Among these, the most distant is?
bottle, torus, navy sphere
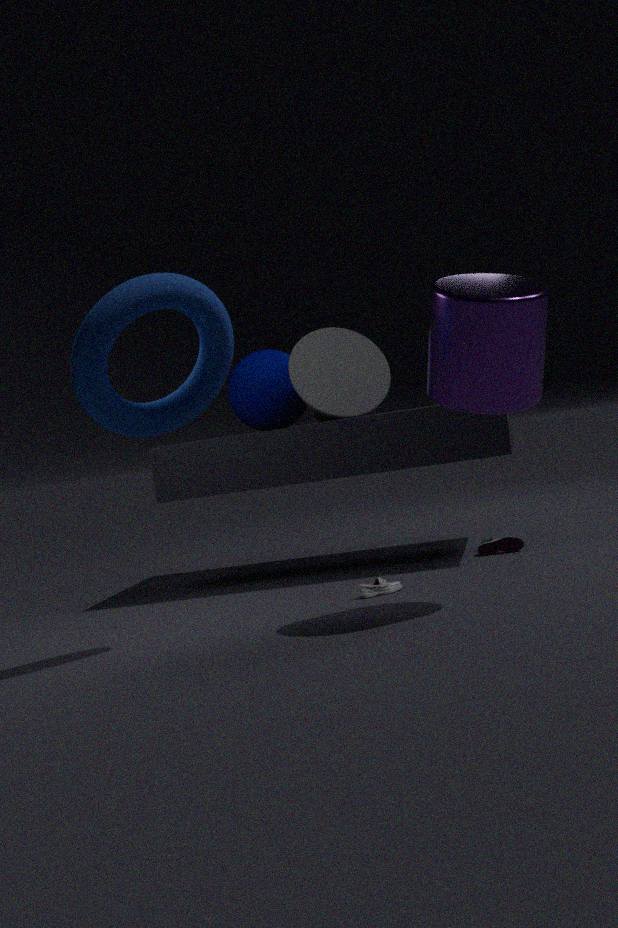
navy sphere
